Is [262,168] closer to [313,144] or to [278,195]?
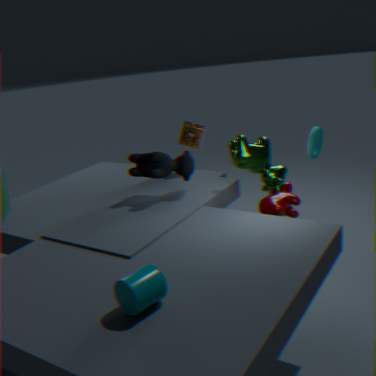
[278,195]
